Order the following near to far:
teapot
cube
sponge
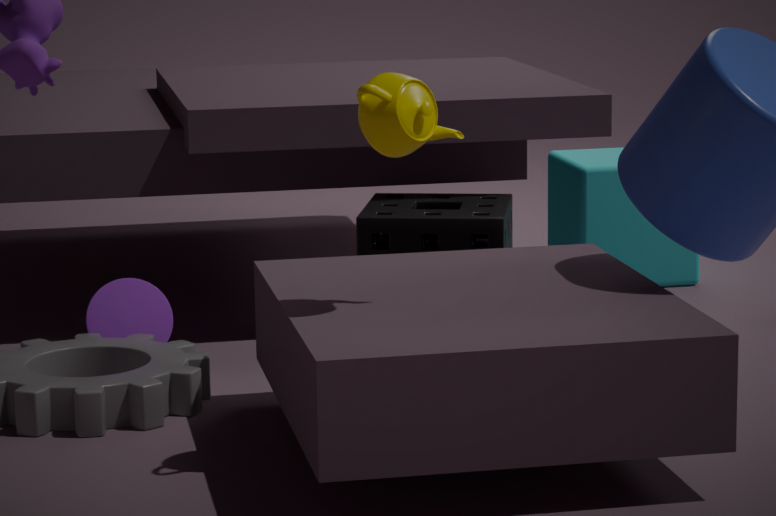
teapot
sponge
cube
